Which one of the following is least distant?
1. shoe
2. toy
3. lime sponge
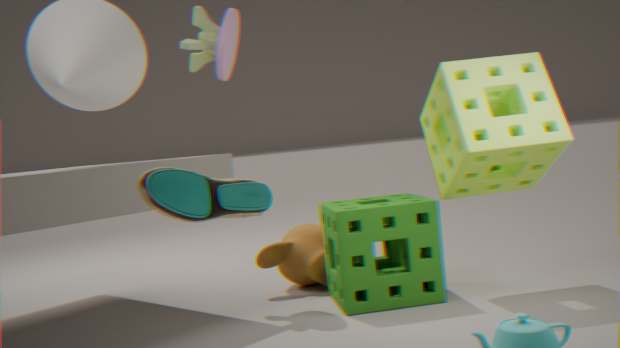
shoe
